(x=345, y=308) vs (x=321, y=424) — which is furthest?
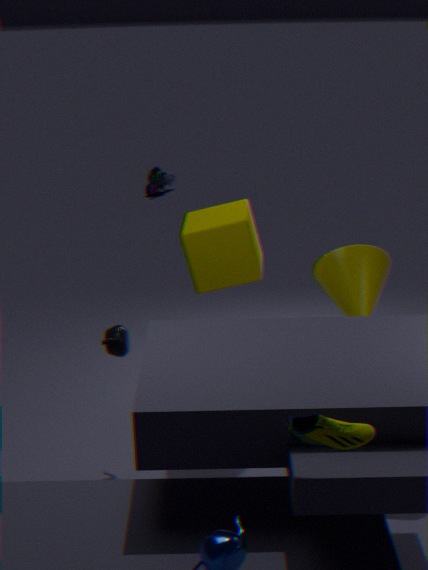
(x=345, y=308)
